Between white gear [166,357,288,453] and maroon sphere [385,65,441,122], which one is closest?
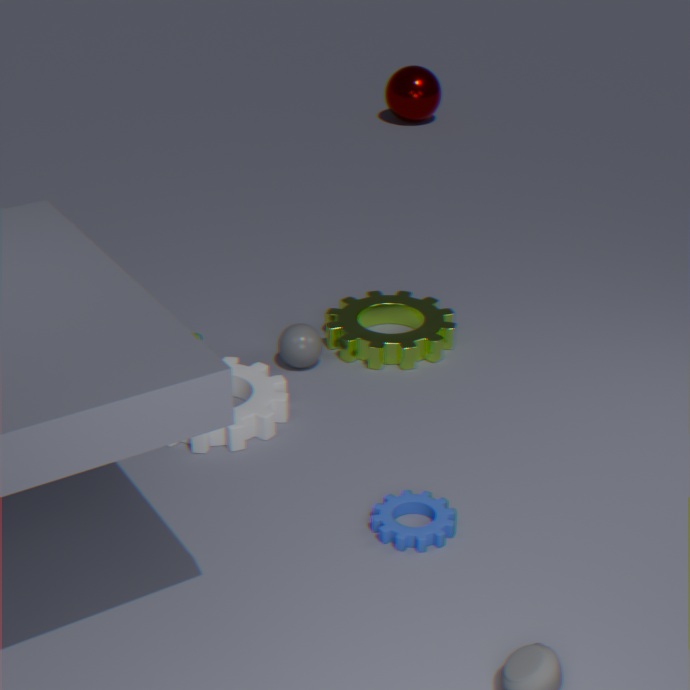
white gear [166,357,288,453]
